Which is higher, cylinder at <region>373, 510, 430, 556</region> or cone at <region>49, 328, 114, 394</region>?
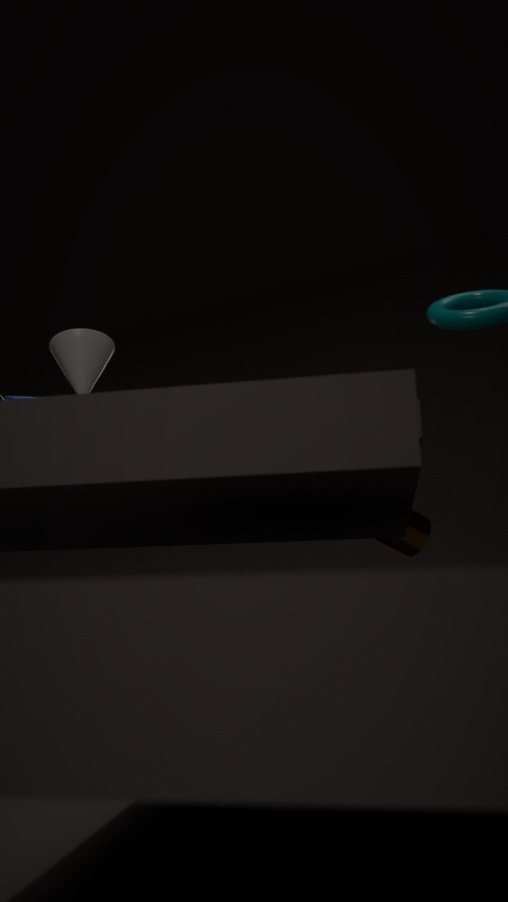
cone at <region>49, 328, 114, 394</region>
